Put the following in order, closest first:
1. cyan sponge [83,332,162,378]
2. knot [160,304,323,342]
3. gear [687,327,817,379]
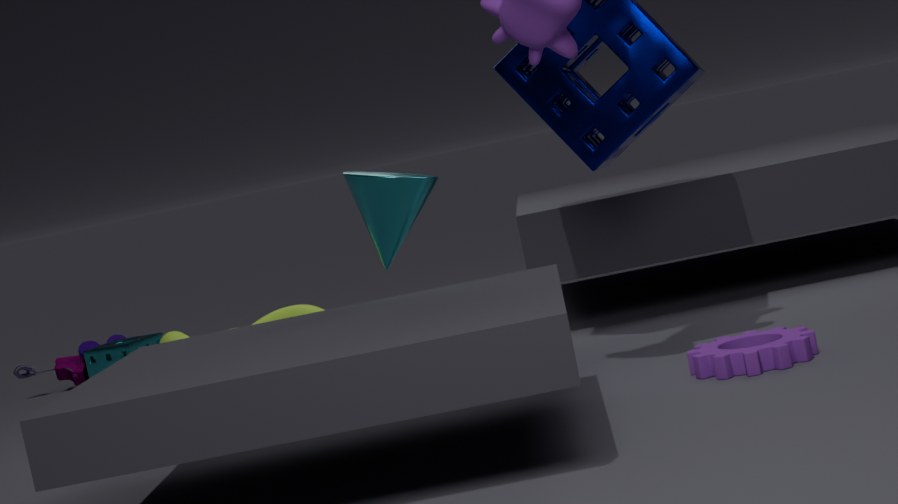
gear [687,327,817,379], knot [160,304,323,342], cyan sponge [83,332,162,378]
